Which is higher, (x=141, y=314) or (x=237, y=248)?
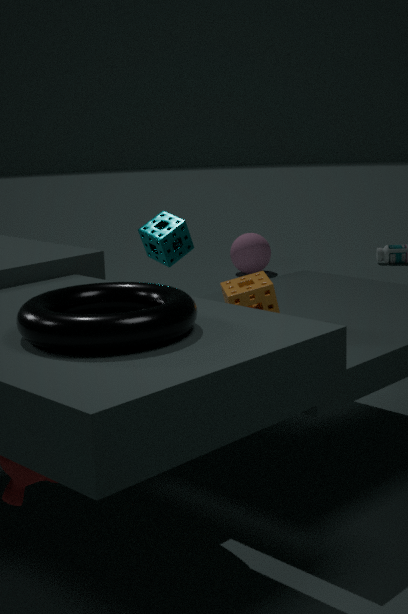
(x=141, y=314)
